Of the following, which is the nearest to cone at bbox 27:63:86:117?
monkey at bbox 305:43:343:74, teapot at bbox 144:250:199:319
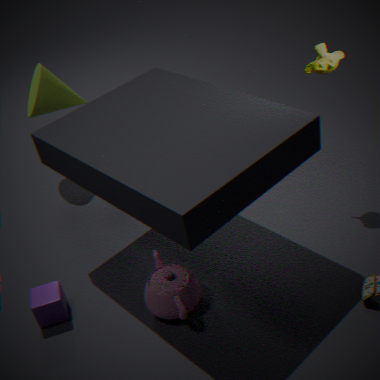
teapot at bbox 144:250:199:319
